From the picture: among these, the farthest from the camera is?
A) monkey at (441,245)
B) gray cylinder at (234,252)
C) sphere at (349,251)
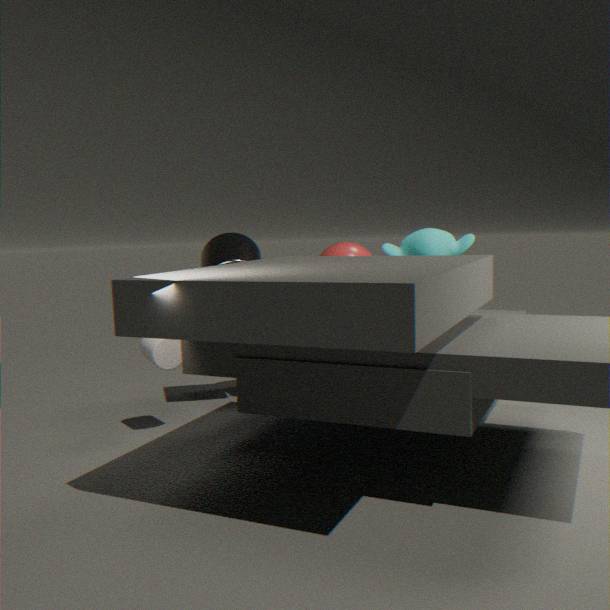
sphere at (349,251)
